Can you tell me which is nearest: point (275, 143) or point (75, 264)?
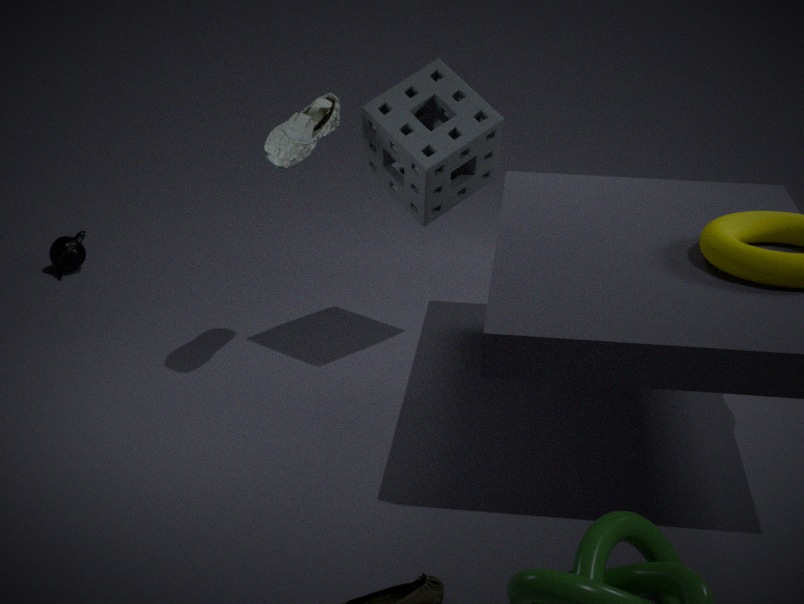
point (275, 143)
